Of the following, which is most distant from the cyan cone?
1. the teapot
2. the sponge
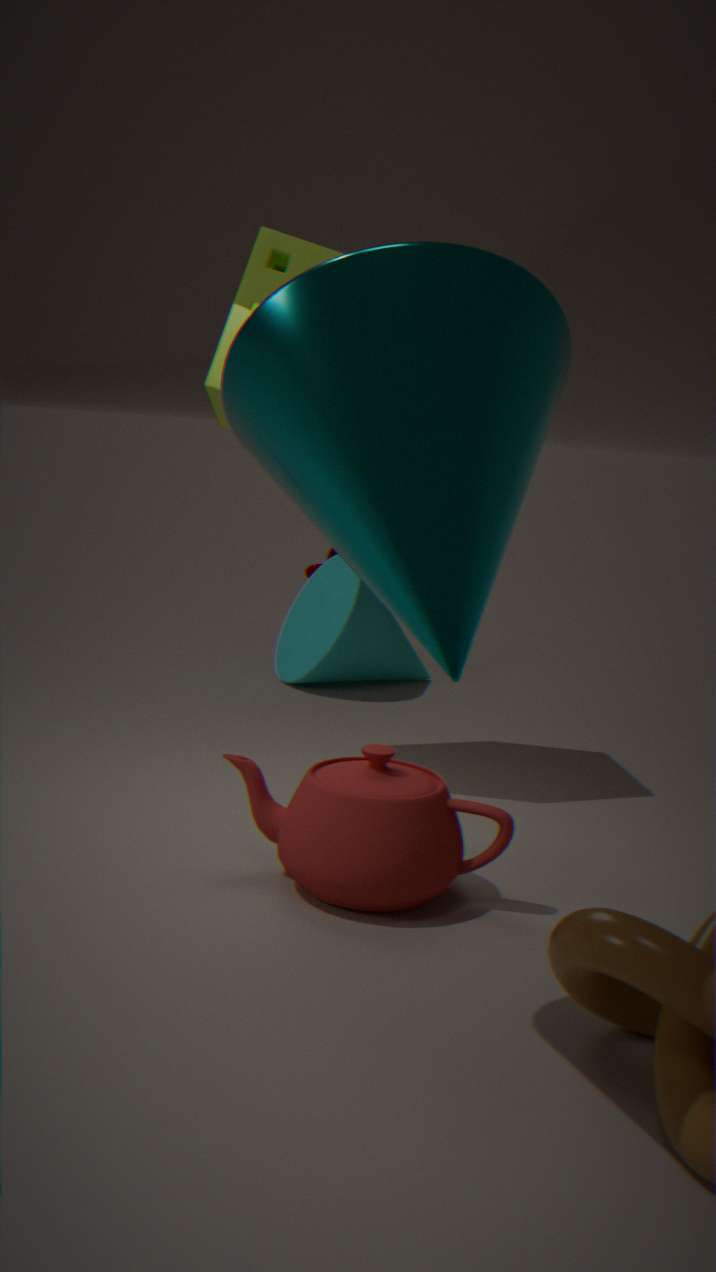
the teapot
